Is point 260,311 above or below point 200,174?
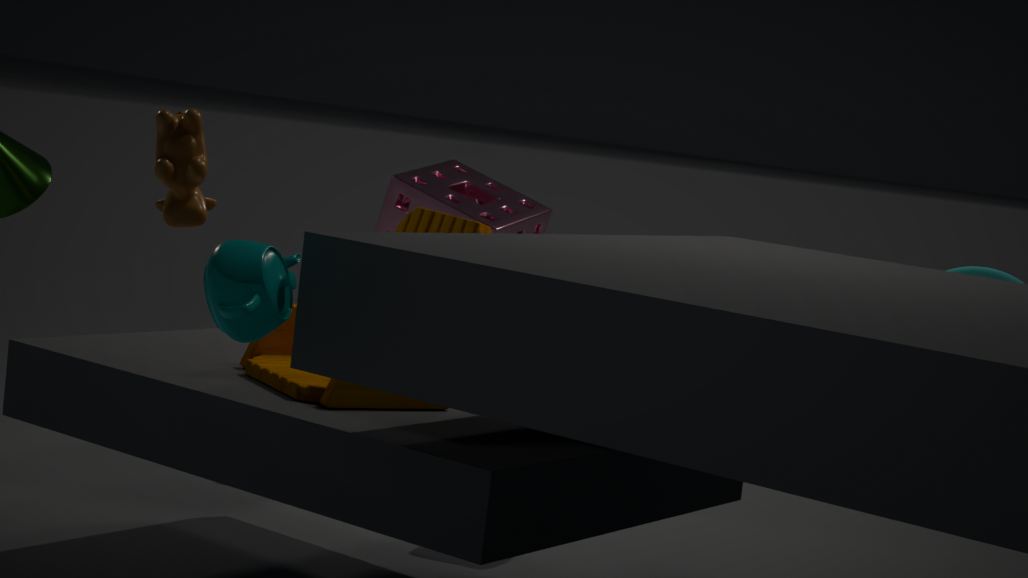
below
